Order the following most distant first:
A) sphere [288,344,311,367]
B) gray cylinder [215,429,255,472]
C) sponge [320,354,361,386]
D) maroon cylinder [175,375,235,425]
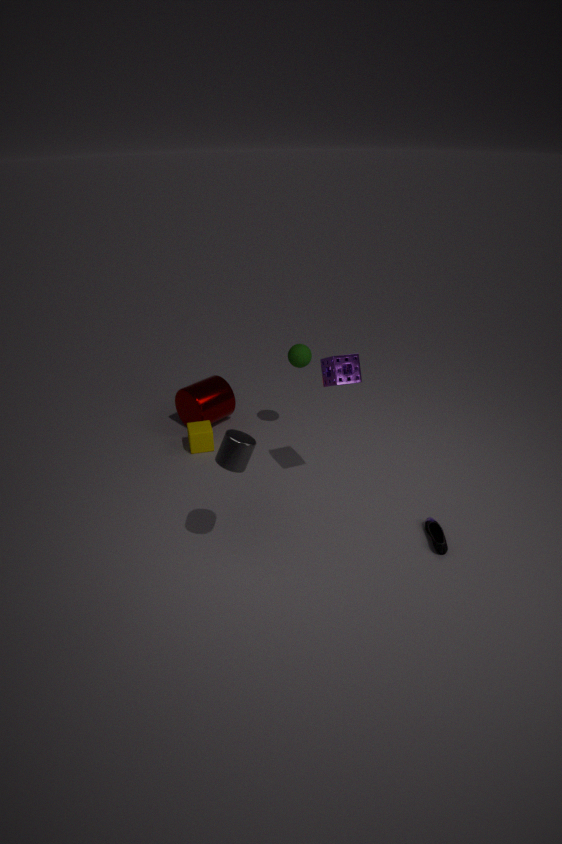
D
A
C
B
